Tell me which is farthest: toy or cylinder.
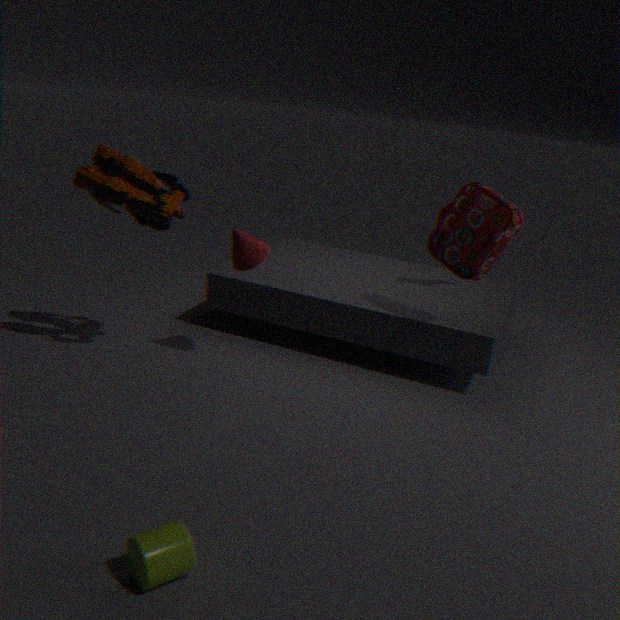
toy
